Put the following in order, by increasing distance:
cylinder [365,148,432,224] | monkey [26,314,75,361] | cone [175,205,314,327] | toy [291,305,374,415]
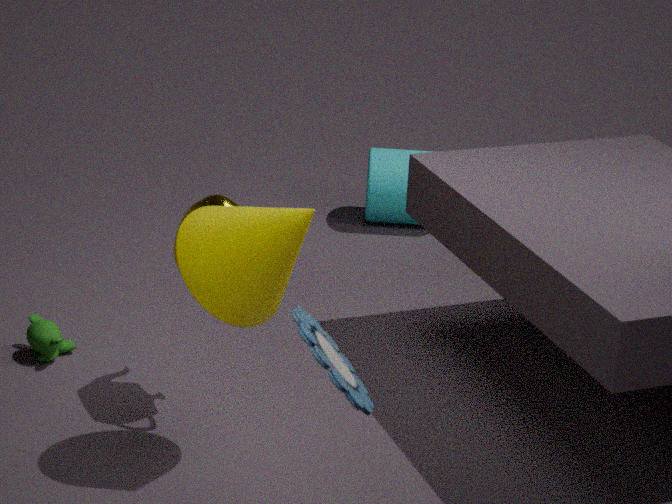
toy [291,305,374,415], cone [175,205,314,327], monkey [26,314,75,361], cylinder [365,148,432,224]
